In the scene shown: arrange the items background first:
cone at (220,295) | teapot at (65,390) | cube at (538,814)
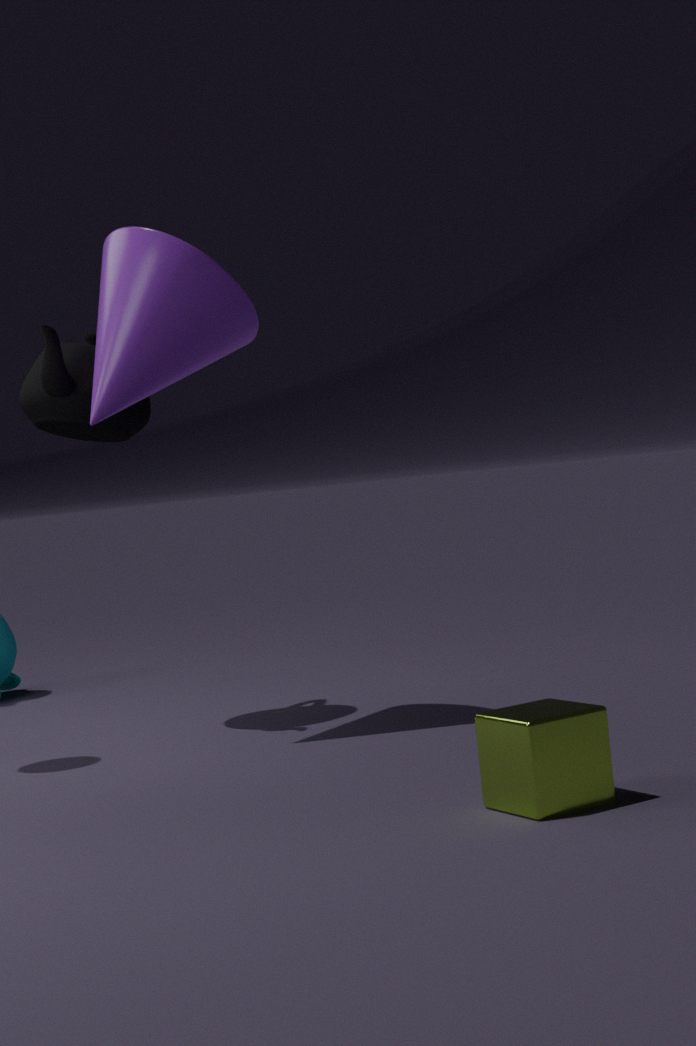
teapot at (65,390)
cone at (220,295)
cube at (538,814)
